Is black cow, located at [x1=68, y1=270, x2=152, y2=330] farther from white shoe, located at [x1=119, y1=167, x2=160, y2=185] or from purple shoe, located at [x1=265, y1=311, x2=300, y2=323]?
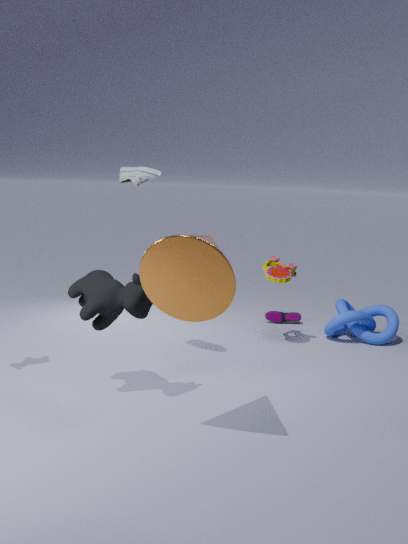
purple shoe, located at [x1=265, y1=311, x2=300, y2=323]
